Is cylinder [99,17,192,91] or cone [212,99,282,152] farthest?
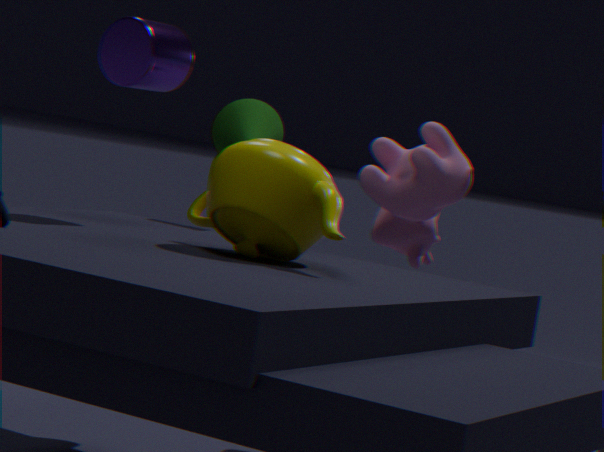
cone [212,99,282,152]
